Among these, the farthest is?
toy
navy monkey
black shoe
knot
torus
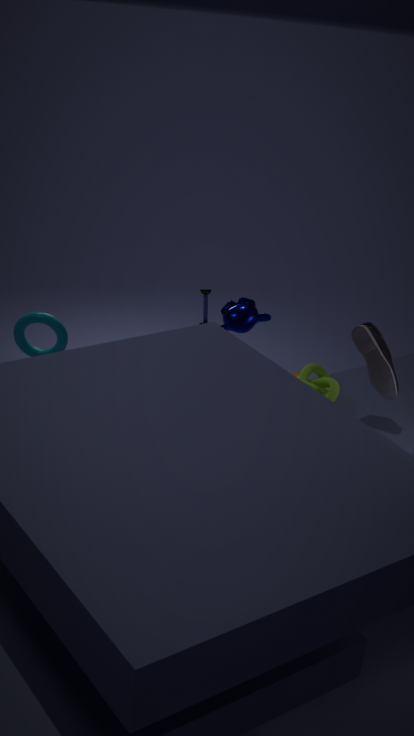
toy
